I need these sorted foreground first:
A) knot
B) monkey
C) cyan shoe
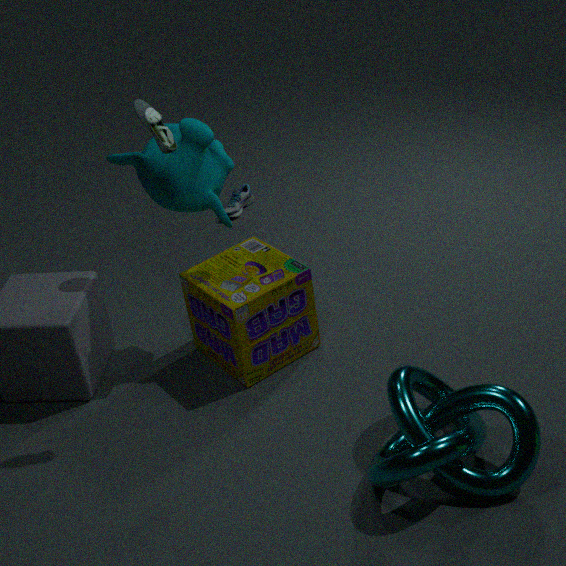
1. knot
2. monkey
3. cyan shoe
